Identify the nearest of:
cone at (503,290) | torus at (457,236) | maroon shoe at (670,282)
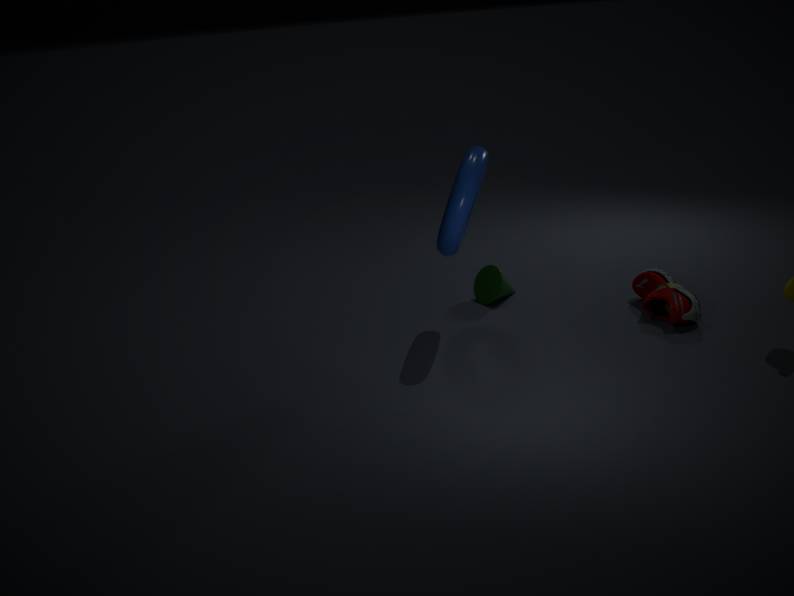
torus at (457,236)
